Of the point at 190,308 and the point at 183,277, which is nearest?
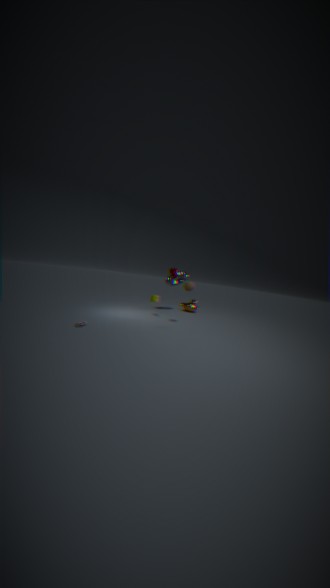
the point at 183,277
